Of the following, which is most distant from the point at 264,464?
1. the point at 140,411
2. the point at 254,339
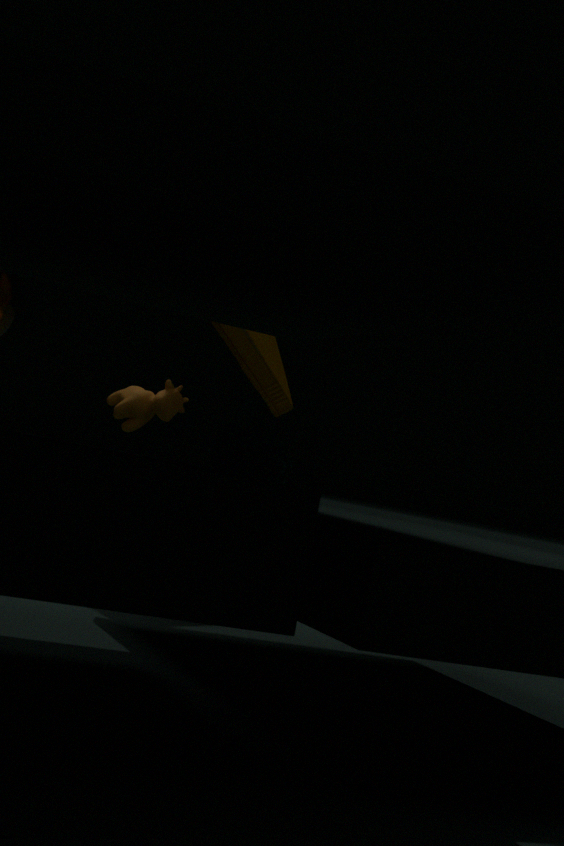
the point at 254,339
